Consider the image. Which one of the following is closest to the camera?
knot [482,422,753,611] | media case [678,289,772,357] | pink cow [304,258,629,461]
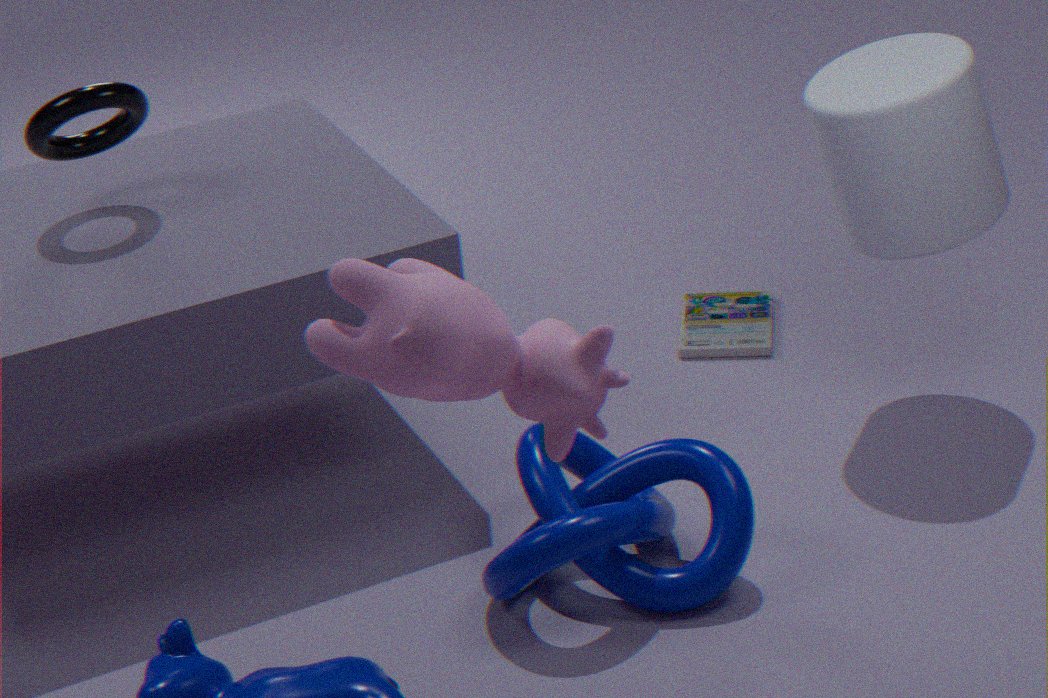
pink cow [304,258,629,461]
